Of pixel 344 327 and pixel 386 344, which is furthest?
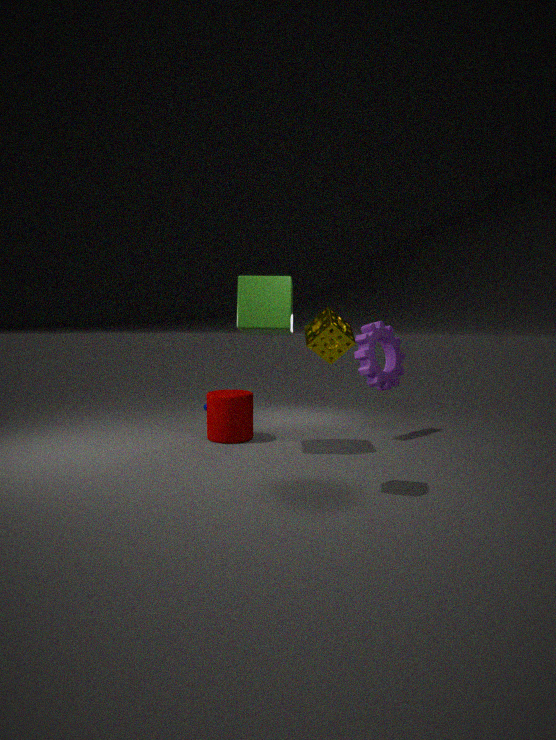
pixel 386 344
